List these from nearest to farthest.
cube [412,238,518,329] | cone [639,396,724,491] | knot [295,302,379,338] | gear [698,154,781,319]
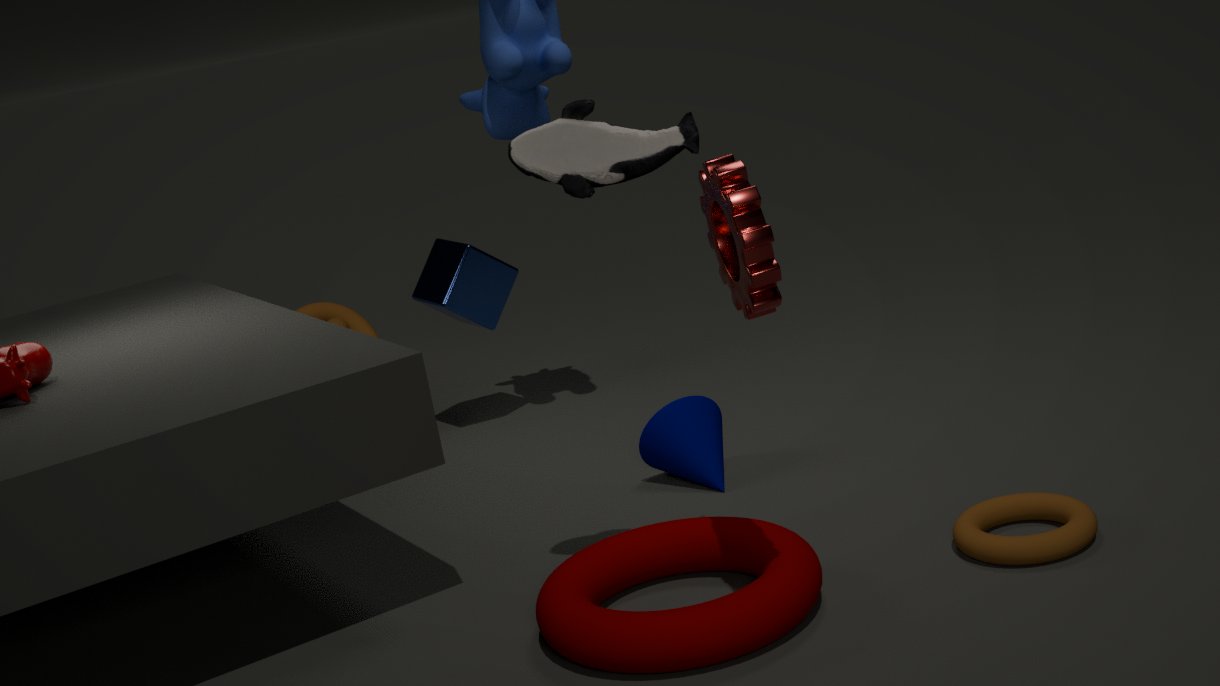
gear [698,154,781,319], cone [639,396,724,491], cube [412,238,518,329], knot [295,302,379,338]
